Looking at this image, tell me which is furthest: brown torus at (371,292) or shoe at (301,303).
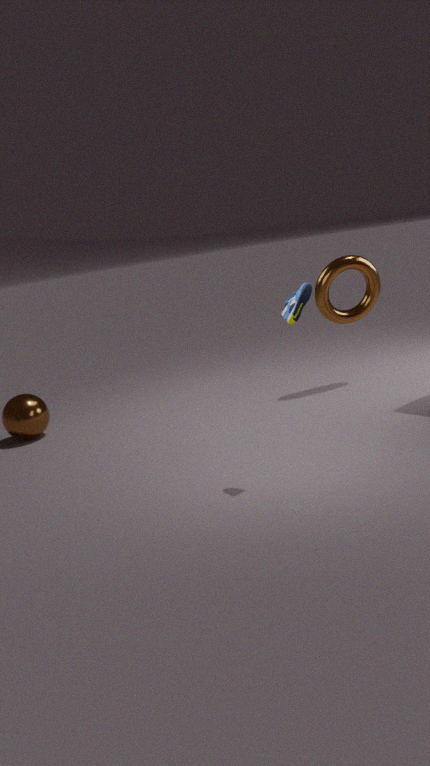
brown torus at (371,292)
